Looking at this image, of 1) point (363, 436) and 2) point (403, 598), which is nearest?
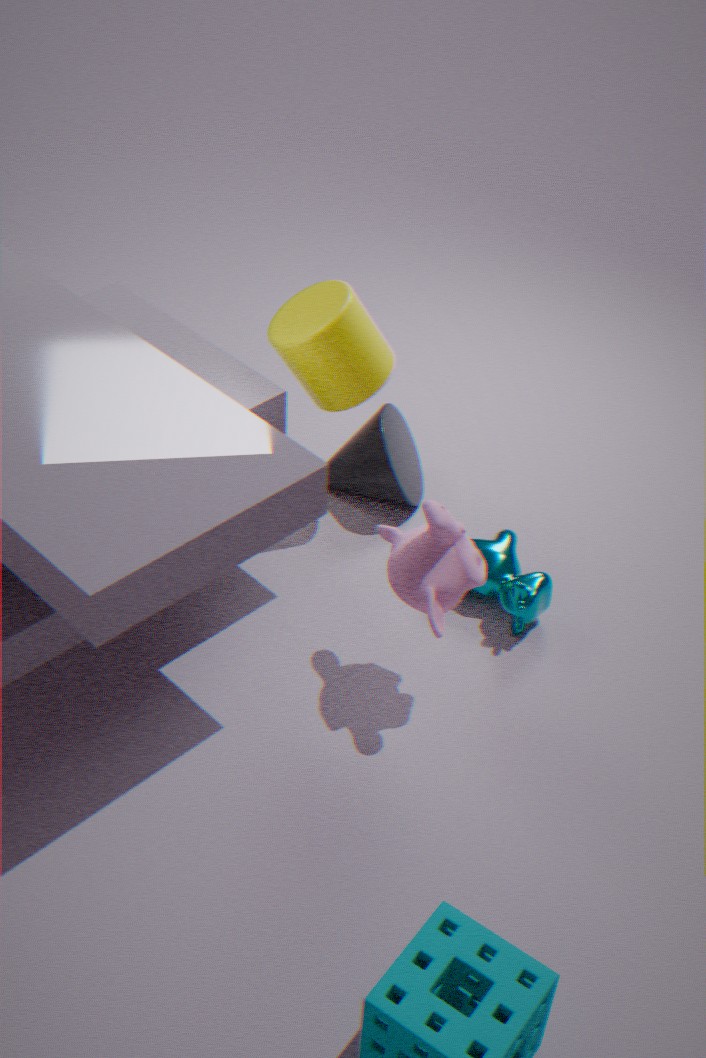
2. point (403, 598)
